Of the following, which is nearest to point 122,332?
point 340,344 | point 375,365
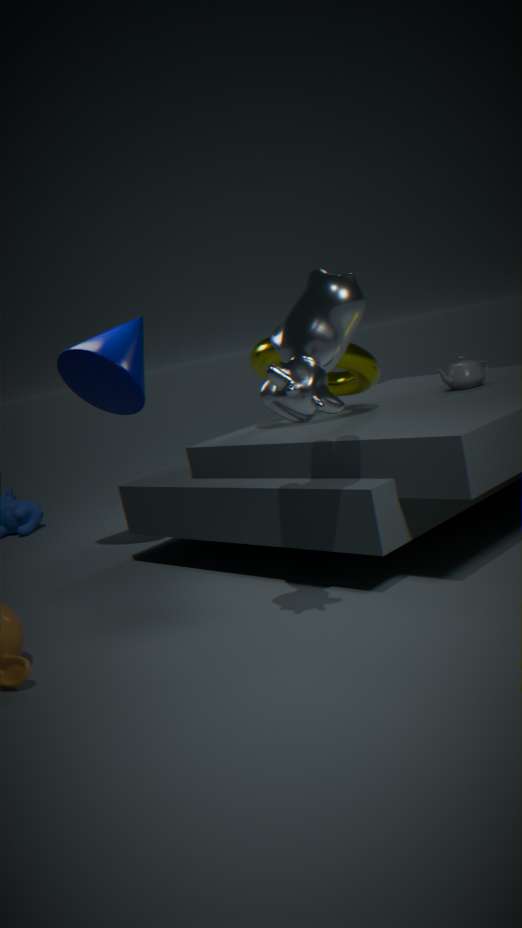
point 375,365
